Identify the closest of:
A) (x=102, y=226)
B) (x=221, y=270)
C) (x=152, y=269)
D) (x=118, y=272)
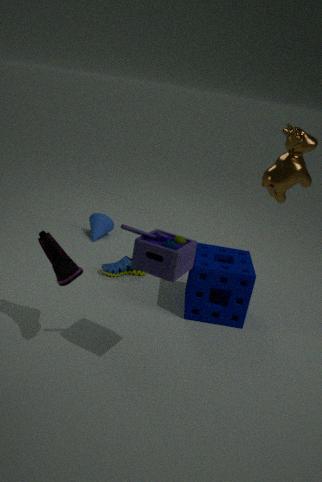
(x=152, y=269)
